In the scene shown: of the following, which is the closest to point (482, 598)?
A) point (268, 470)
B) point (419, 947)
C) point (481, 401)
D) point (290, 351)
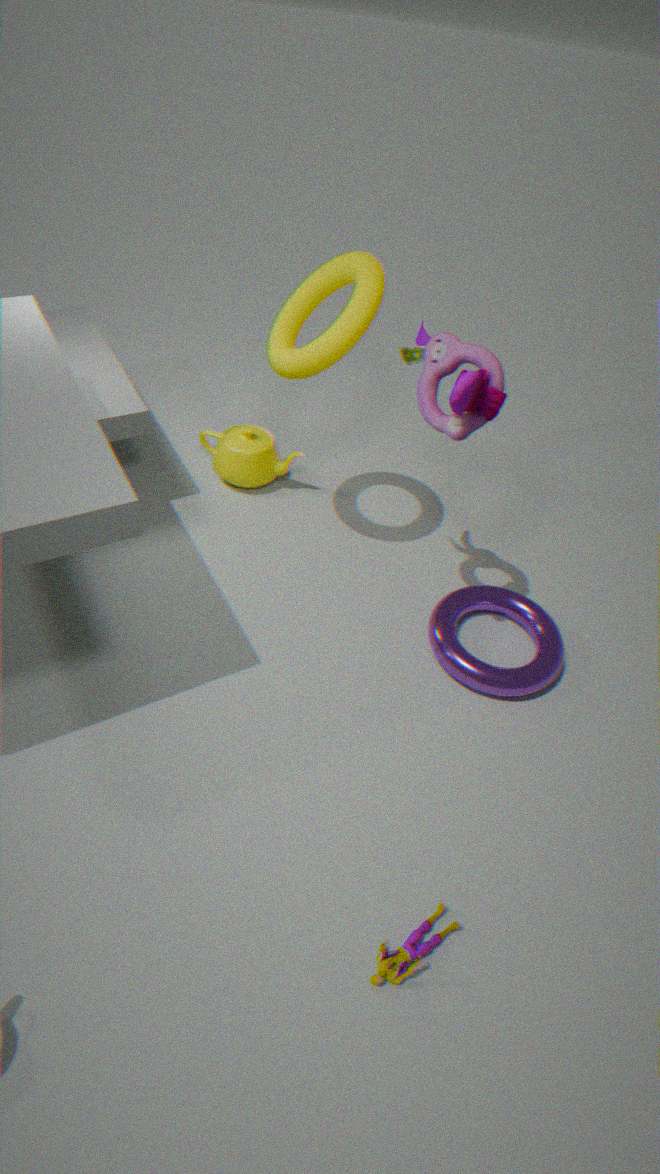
point (481, 401)
